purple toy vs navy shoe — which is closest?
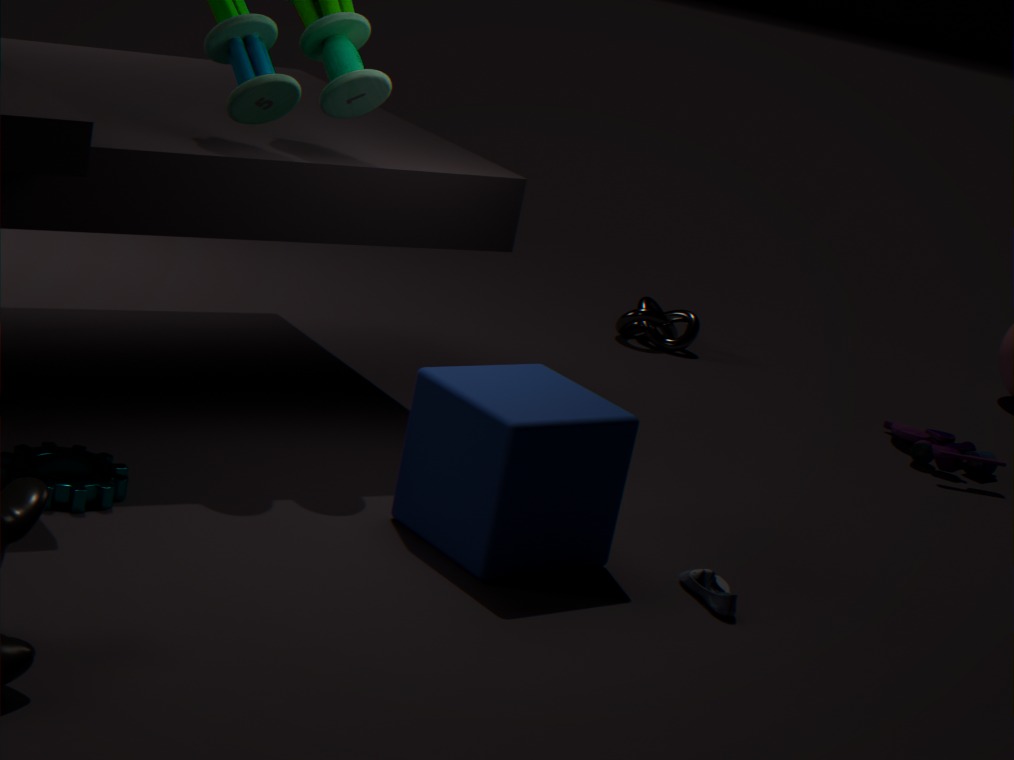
navy shoe
